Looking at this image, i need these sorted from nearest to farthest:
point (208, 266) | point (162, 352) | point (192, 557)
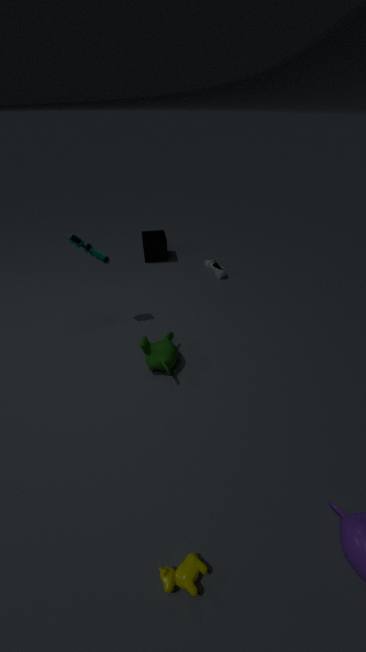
point (192, 557) → point (162, 352) → point (208, 266)
